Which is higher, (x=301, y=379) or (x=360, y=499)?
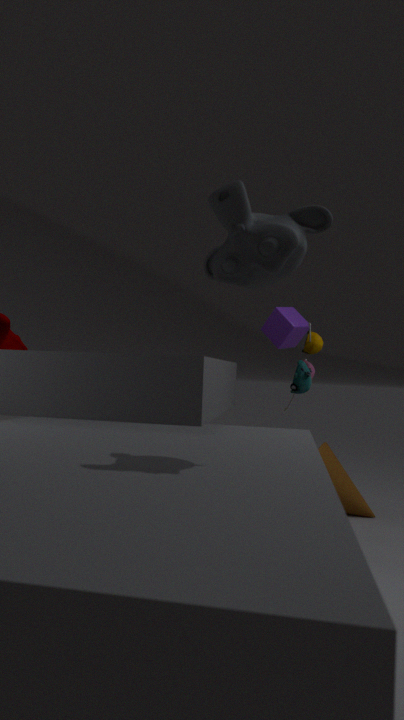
(x=301, y=379)
